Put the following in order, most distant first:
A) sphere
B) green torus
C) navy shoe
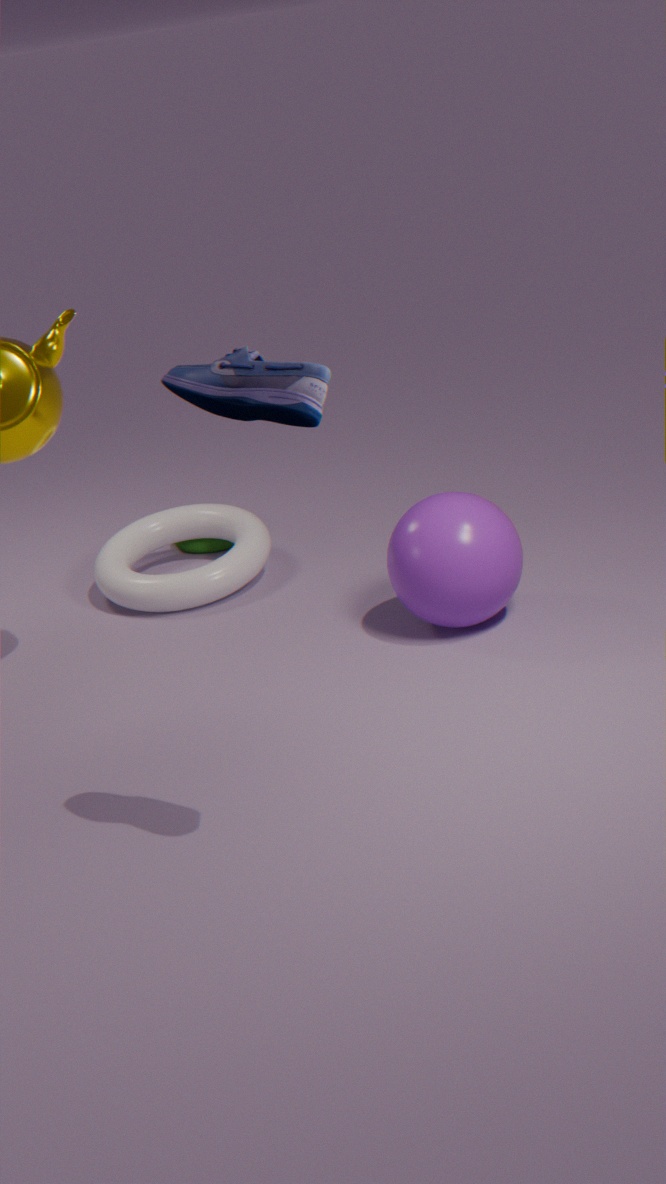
green torus
sphere
navy shoe
